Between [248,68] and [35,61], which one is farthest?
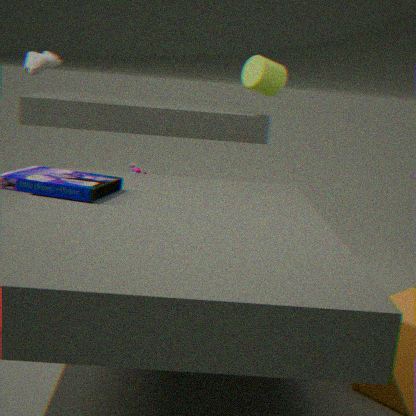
[248,68]
